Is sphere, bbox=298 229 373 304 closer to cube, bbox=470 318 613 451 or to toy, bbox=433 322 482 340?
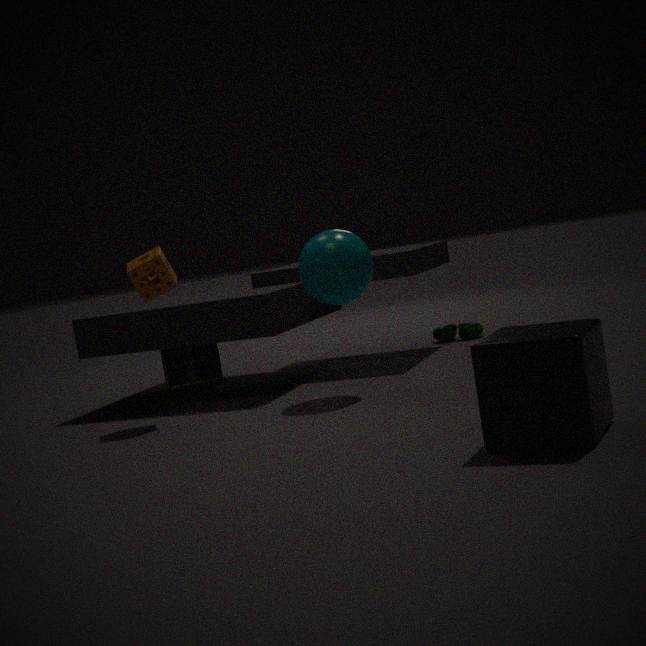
cube, bbox=470 318 613 451
